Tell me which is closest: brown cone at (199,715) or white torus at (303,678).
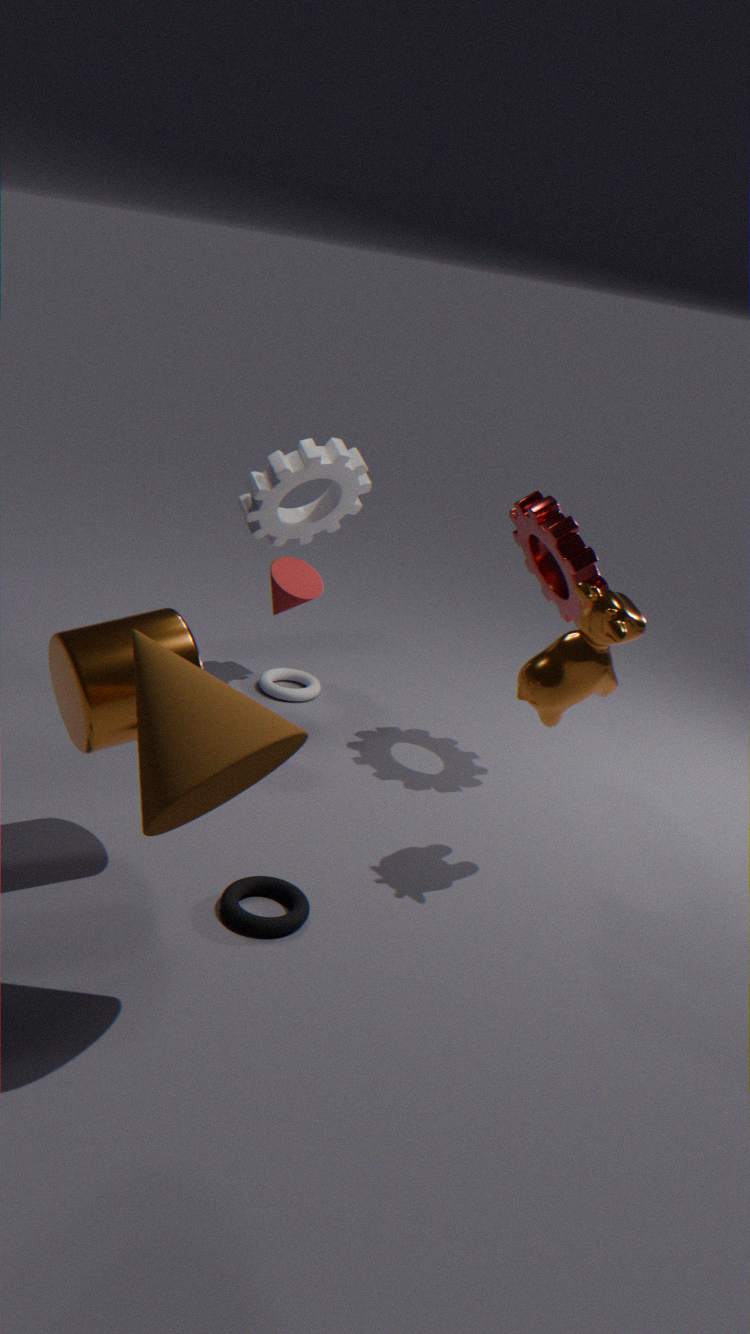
brown cone at (199,715)
